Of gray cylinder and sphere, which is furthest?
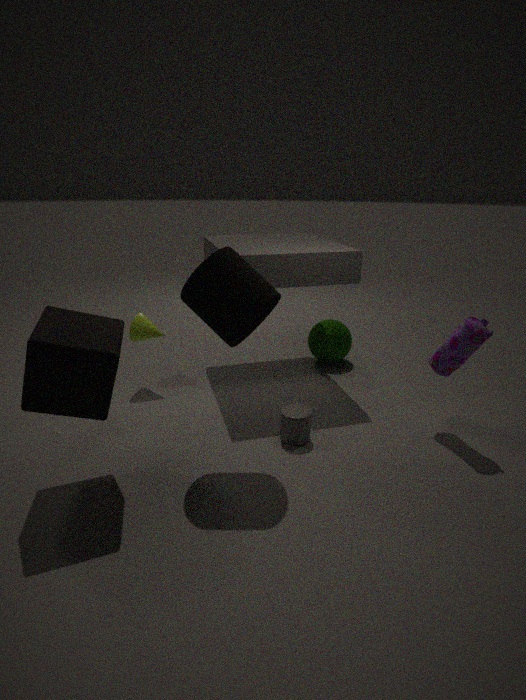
sphere
